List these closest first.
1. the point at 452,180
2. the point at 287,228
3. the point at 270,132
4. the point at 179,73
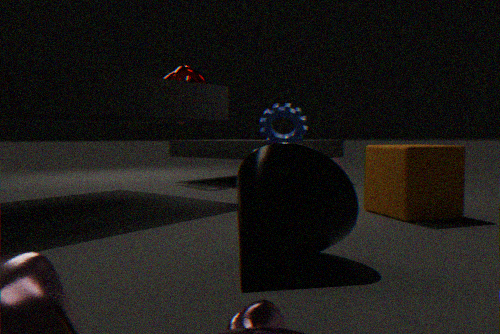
the point at 287,228 → the point at 452,180 → the point at 270,132 → the point at 179,73
